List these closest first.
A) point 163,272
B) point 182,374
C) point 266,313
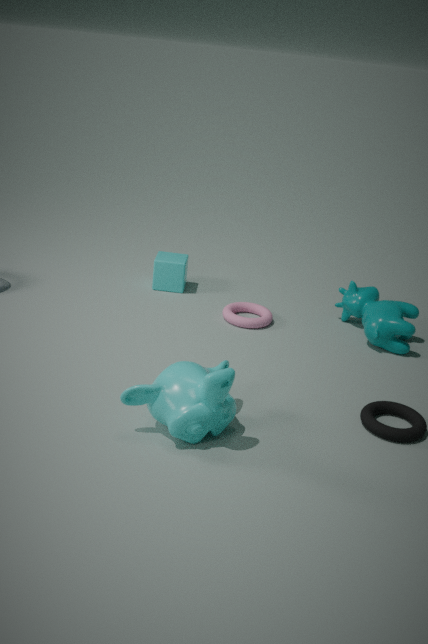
point 182,374, point 266,313, point 163,272
